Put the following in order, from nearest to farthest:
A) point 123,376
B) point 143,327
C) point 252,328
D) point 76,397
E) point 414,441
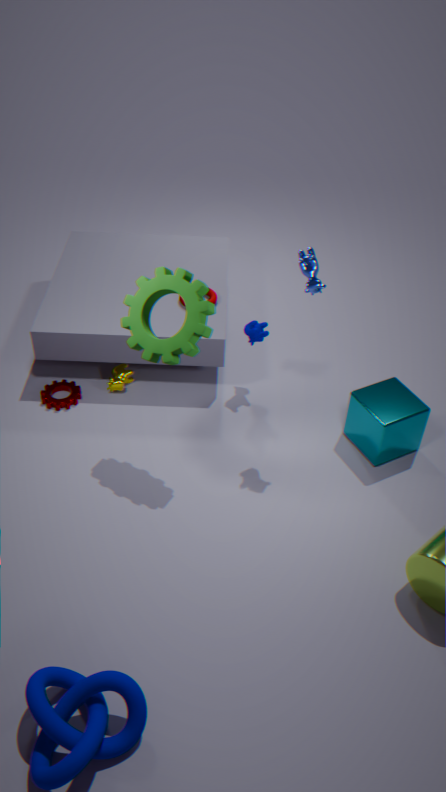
B. point 143,327
E. point 414,441
C. point 252,328
D. point 76,397
A. point 123,376
